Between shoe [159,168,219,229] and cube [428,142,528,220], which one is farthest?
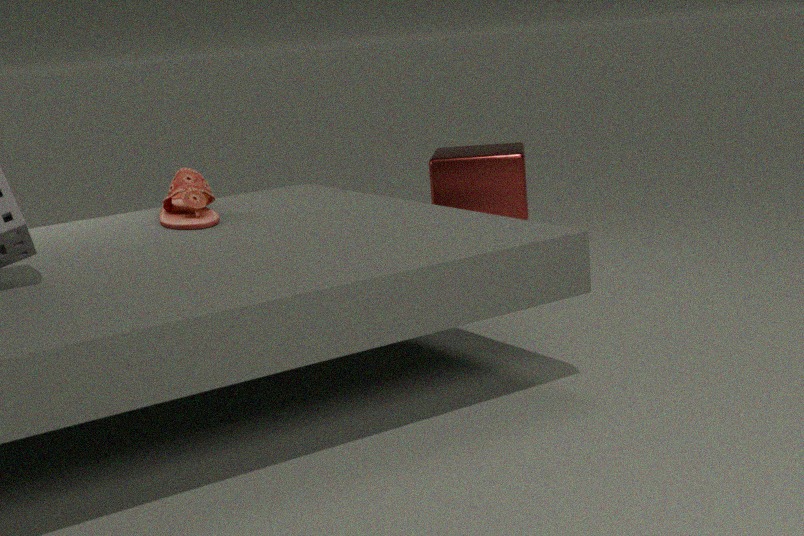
cube [428,142,528,220]
